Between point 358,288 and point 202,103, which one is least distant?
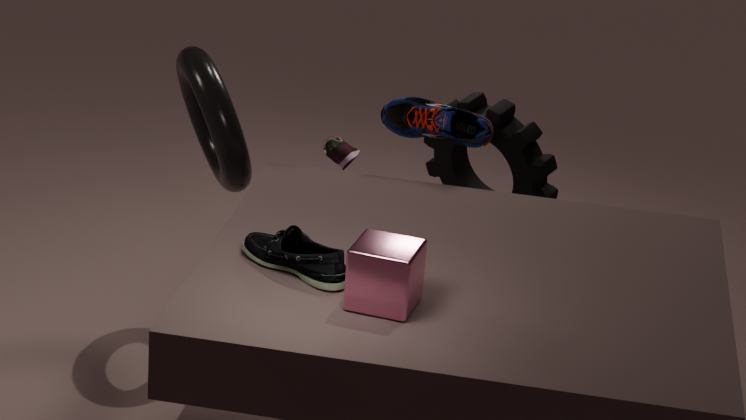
point 358,288
